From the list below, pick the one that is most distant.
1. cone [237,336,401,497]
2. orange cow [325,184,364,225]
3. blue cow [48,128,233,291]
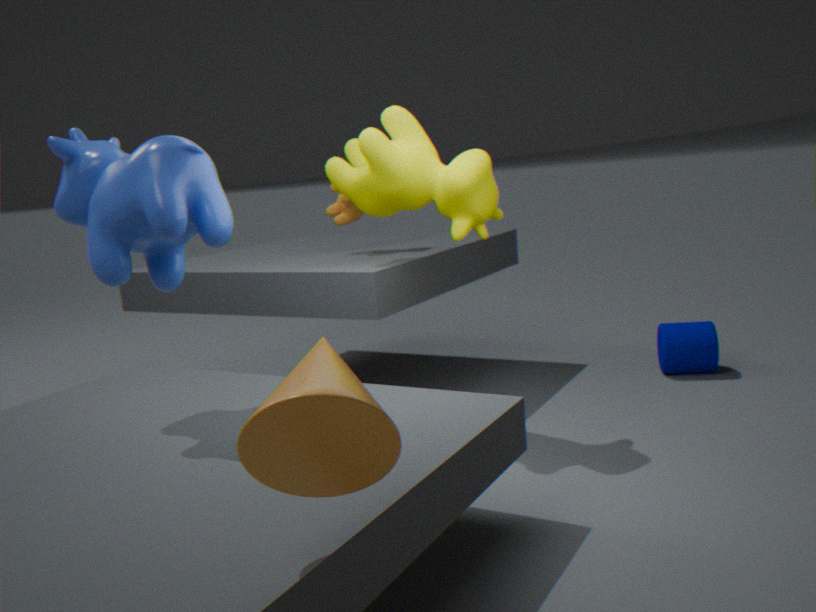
orange cow [325,184,364,225]
